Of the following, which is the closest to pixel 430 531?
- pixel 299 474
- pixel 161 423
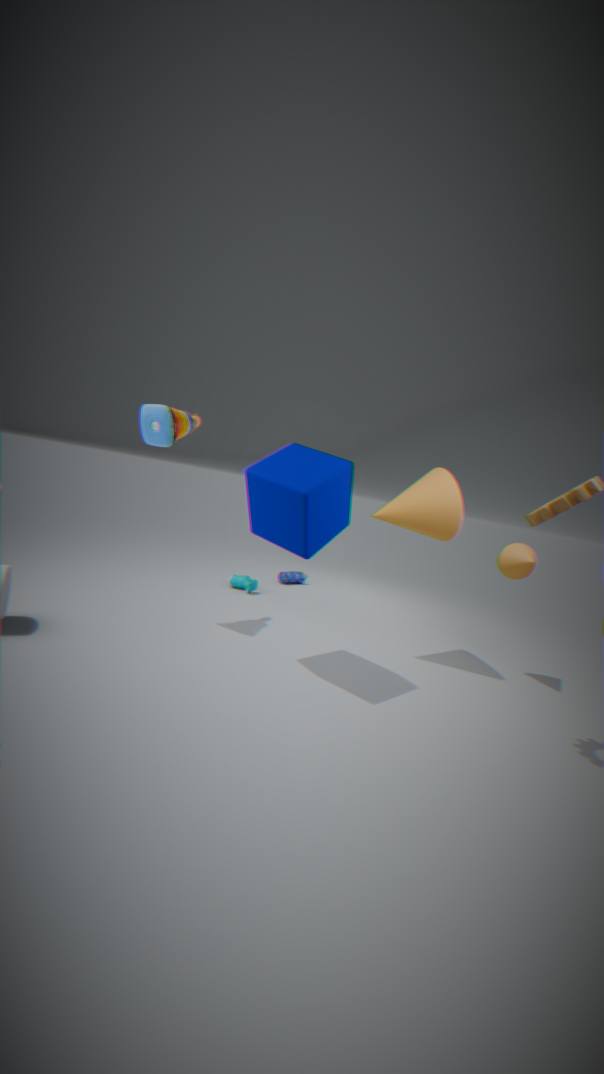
pixel 299 474
